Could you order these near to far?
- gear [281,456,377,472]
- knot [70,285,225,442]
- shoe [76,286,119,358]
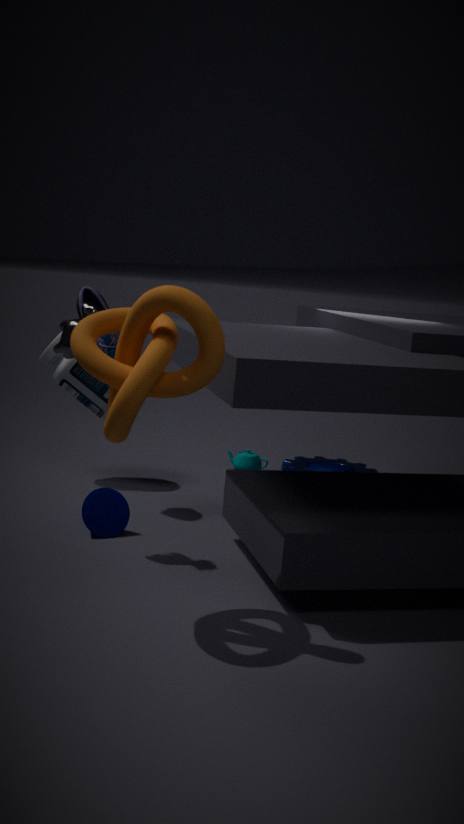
knot [70,285,225,442] < shoe [76,286,119,358] < gear [281,456,377,472]
